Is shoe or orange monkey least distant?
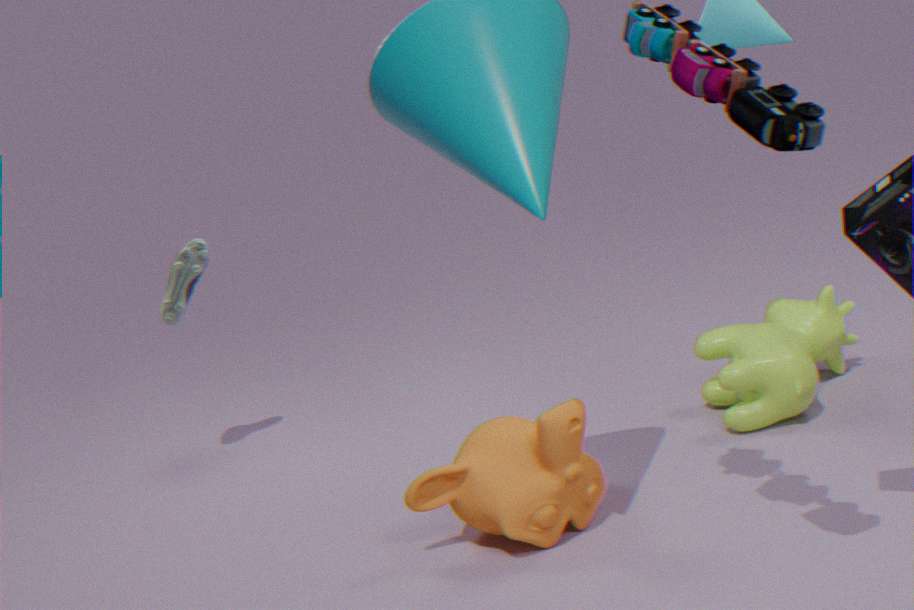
orange monkey
